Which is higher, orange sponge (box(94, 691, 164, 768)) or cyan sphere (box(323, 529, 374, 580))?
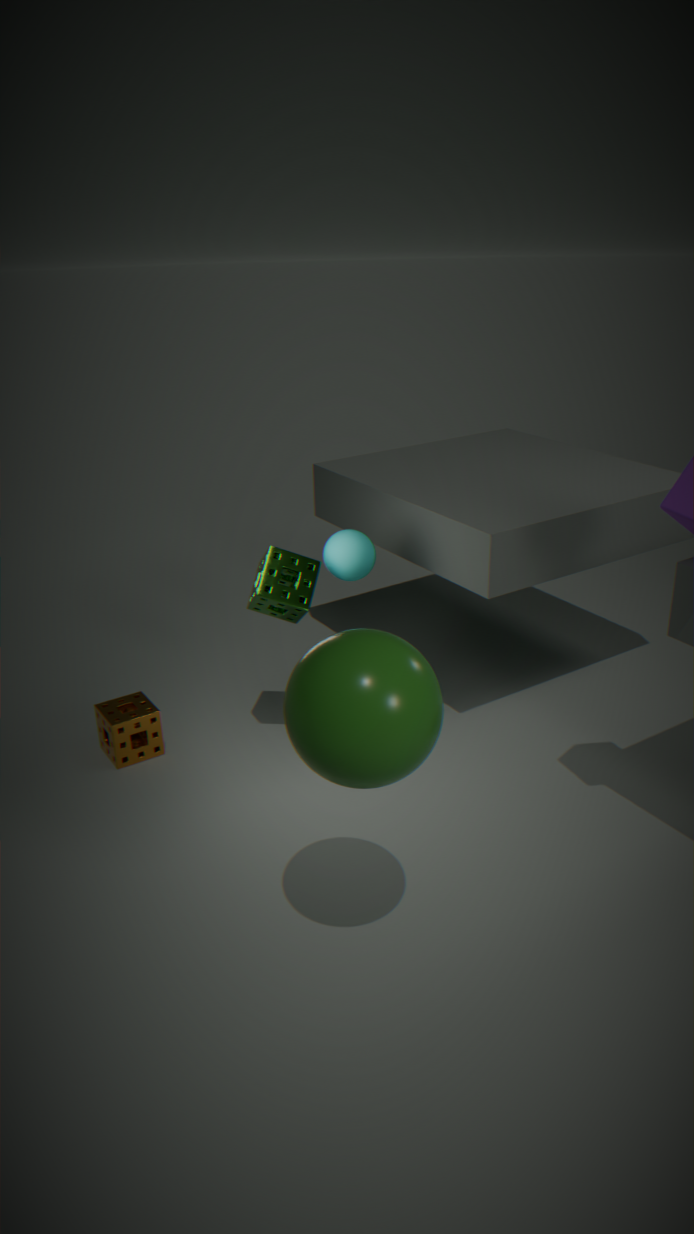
cyan sphere (box(323, 529, 374, 580))
